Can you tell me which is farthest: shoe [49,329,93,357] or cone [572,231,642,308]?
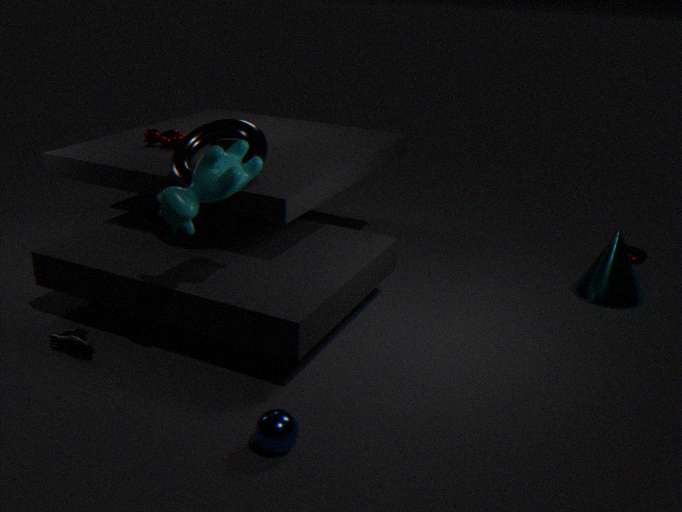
cone [572,231,642,308]
